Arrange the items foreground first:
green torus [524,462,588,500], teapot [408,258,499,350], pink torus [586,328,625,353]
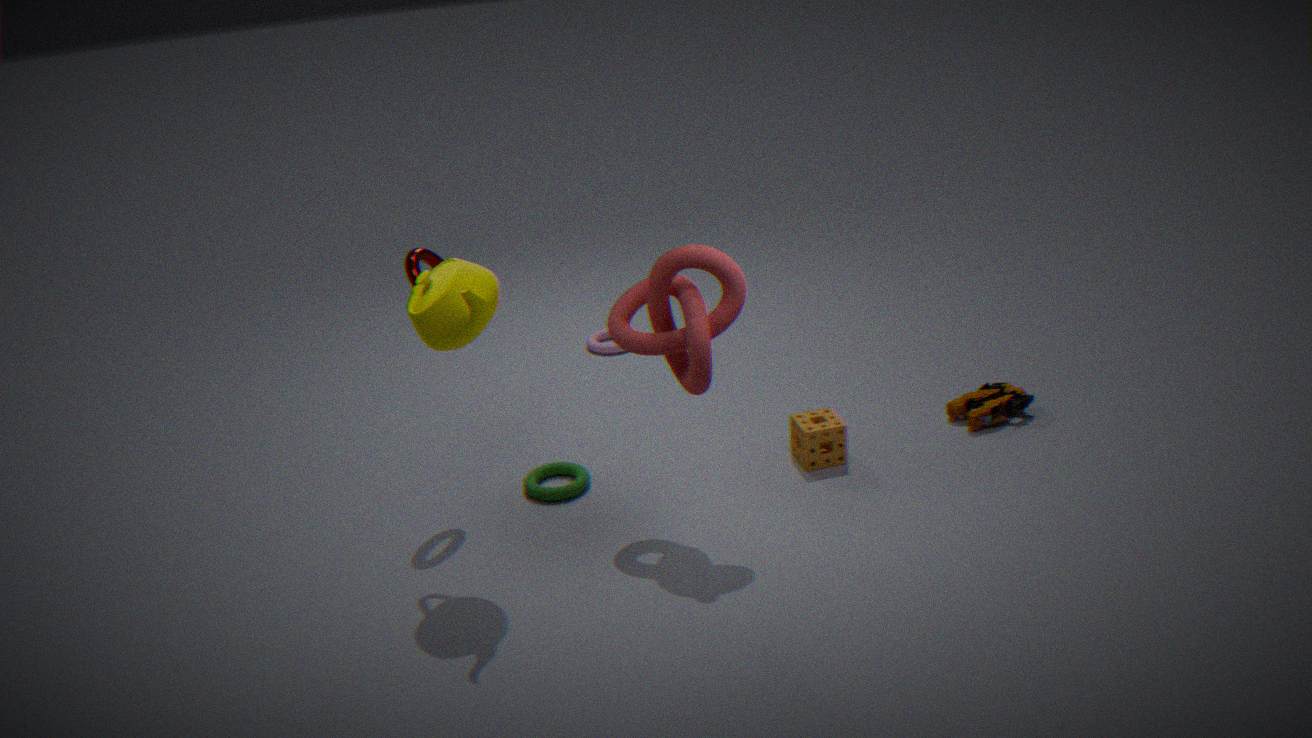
teapot [408,258,499,350] < green torus [524,462,588,500] < pink torus [586,328,625,353]
